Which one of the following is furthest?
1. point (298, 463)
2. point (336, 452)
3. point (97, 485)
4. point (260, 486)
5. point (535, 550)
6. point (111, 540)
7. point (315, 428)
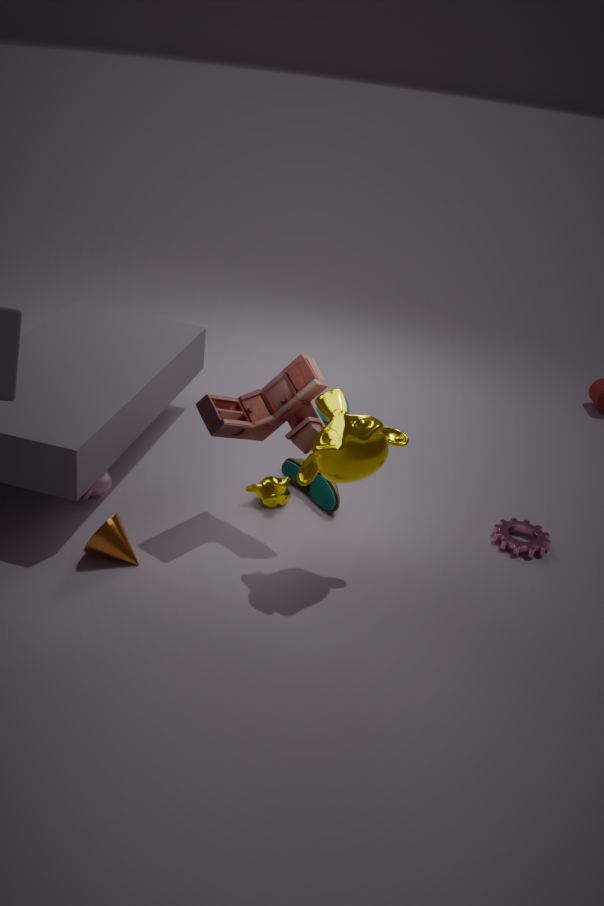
point (298, 463)
